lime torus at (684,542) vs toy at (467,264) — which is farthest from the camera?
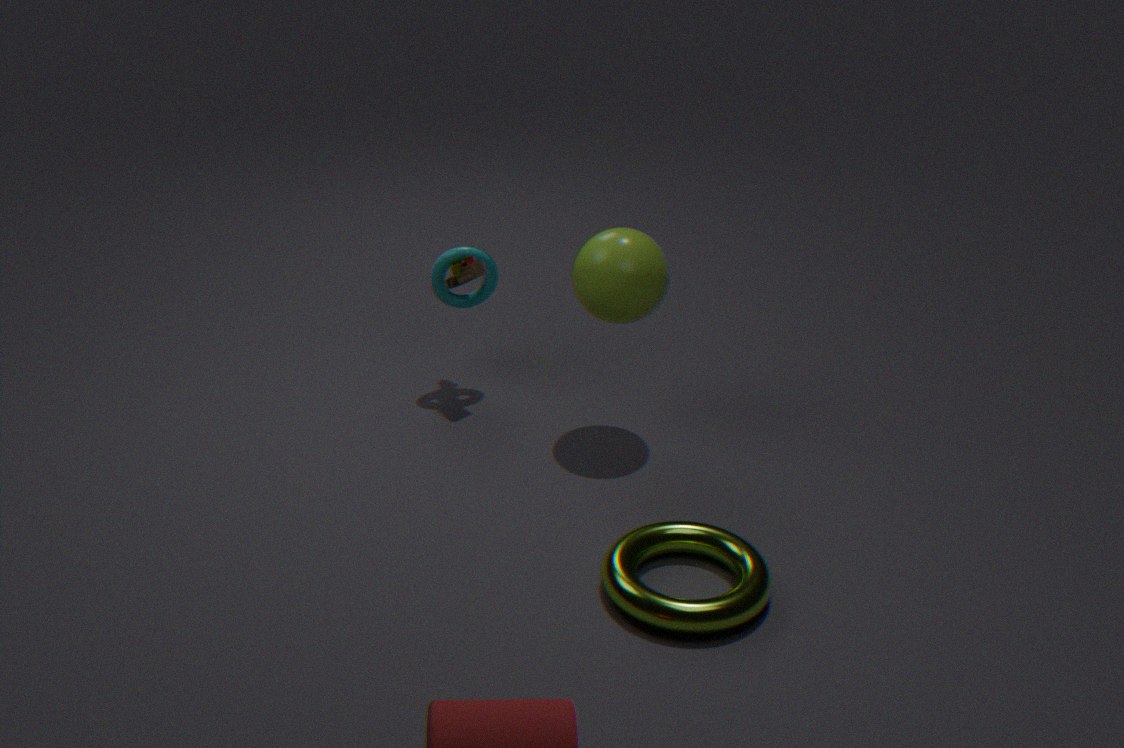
toy at (467,264)
